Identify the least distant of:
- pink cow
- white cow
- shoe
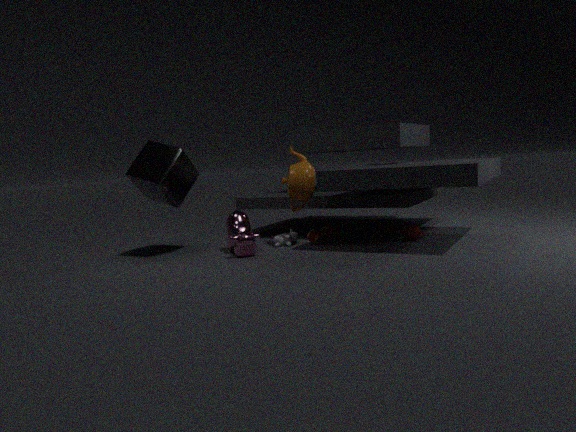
pink cow
